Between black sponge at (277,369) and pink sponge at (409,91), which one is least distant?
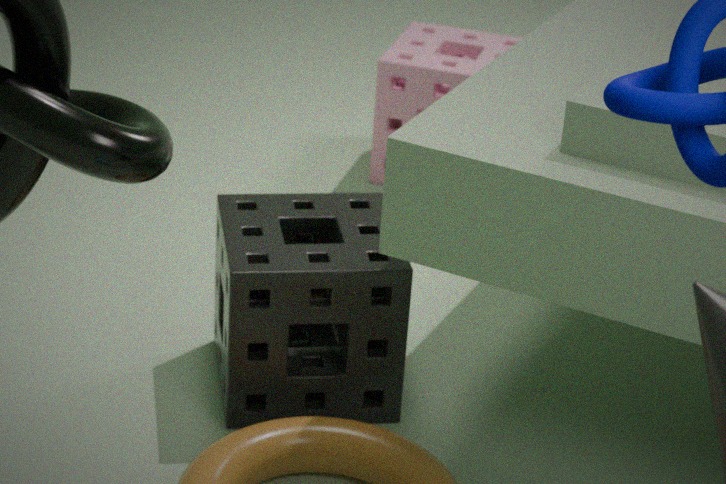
black sponge at (277,369)
